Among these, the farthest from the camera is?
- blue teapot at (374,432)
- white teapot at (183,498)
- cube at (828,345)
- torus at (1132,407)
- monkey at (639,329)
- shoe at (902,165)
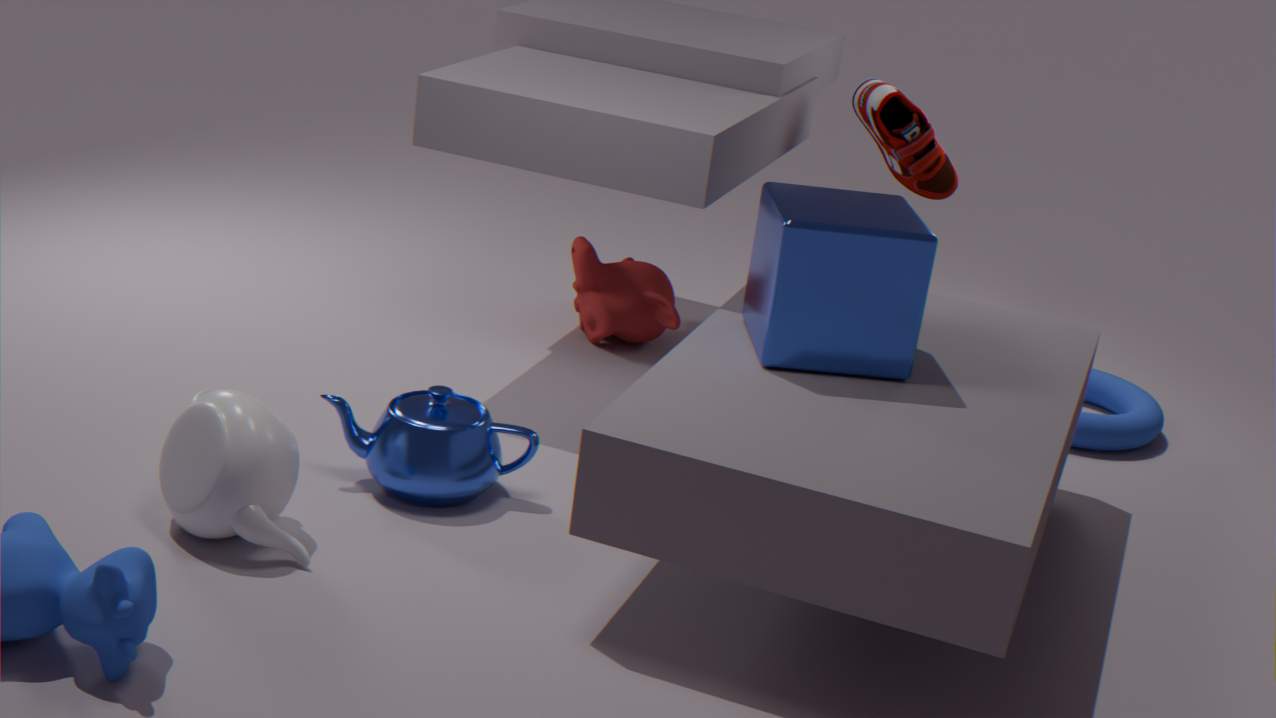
monkey at (639,329)
